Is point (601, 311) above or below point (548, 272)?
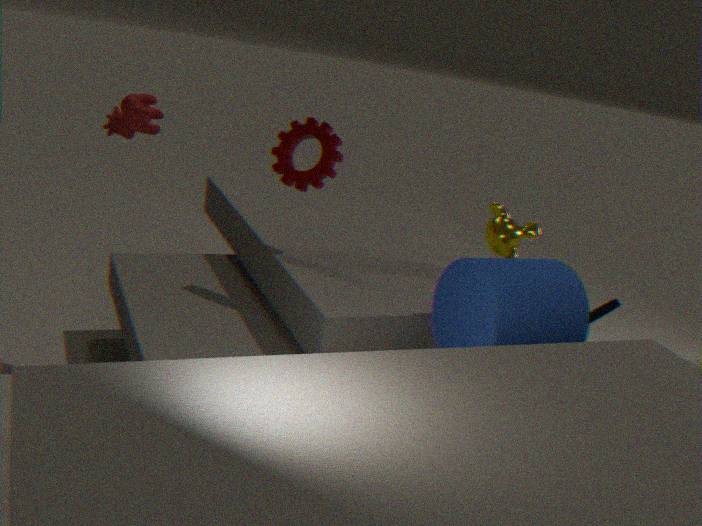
below
